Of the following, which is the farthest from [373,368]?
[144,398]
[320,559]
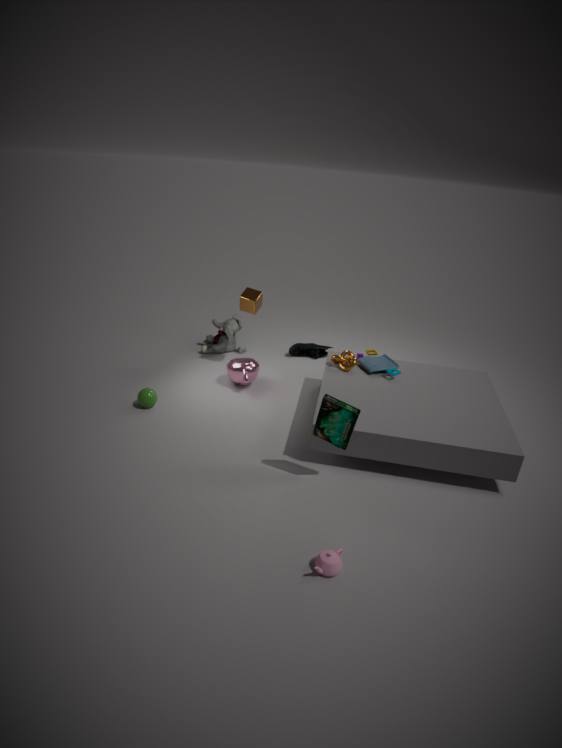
[320,559]
